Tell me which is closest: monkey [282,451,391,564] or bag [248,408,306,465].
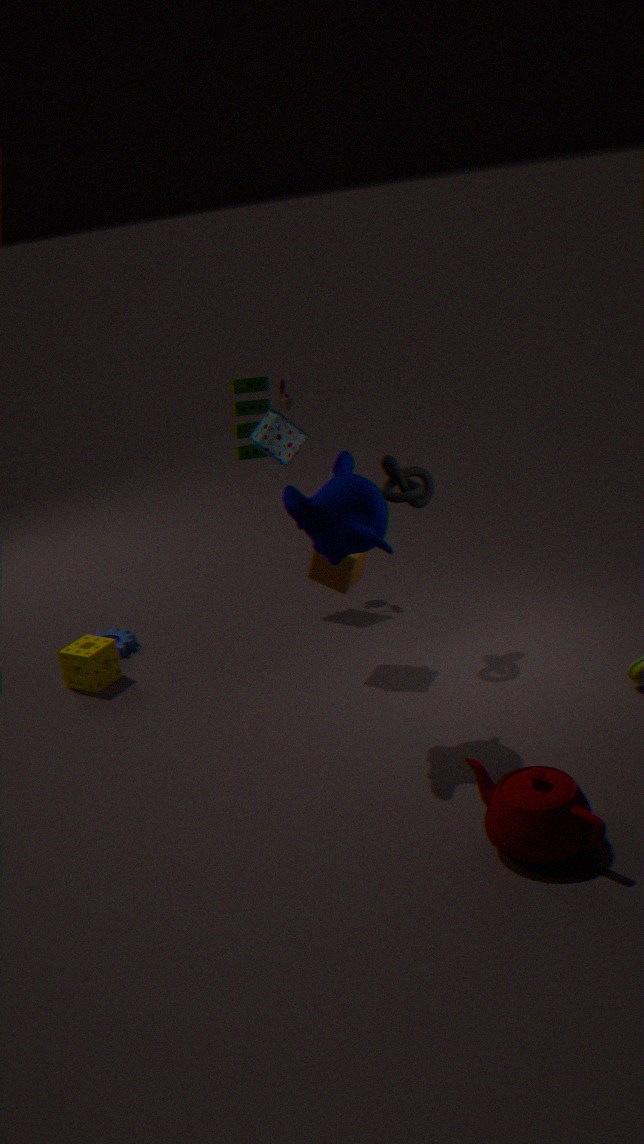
monkey [282,451,391,564]
